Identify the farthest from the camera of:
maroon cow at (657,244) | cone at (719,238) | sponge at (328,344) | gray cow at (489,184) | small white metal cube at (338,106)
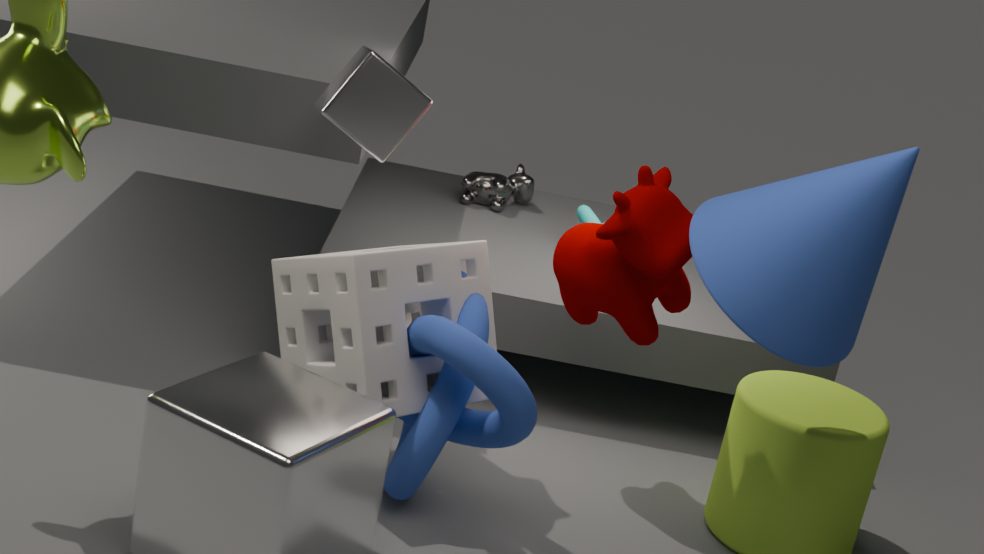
gray cow at (489,184)
